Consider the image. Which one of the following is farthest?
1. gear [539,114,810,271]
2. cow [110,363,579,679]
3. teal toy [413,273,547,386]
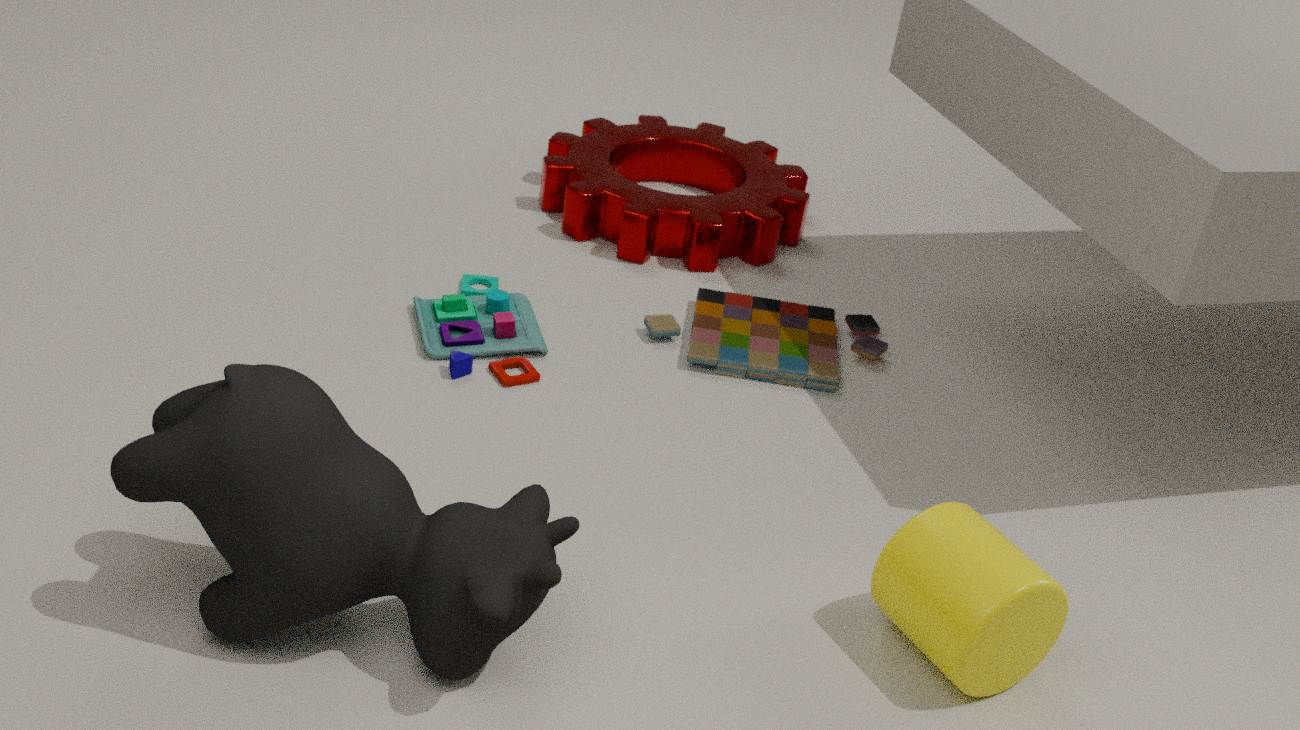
gear [539,114,810,271]
